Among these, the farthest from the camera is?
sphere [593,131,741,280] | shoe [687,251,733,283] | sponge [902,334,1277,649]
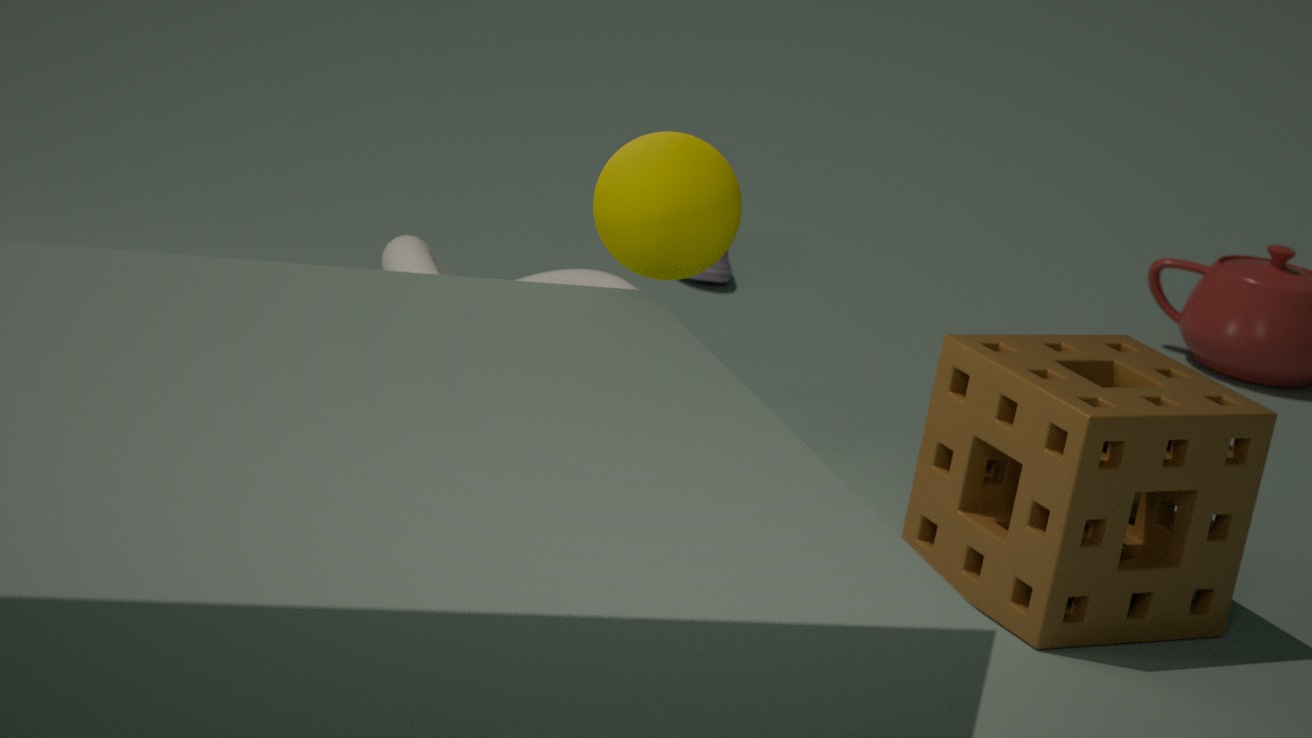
shoe [687,251,733,283]
